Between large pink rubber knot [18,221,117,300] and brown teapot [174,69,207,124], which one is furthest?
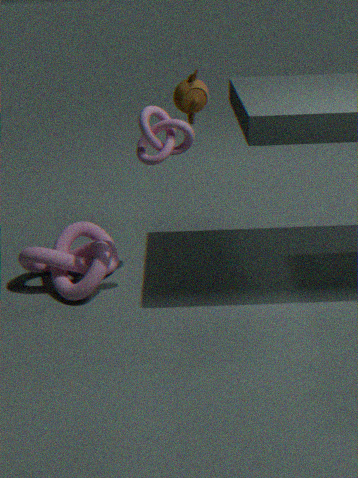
large pink rubber knot [18,221,117,300]
